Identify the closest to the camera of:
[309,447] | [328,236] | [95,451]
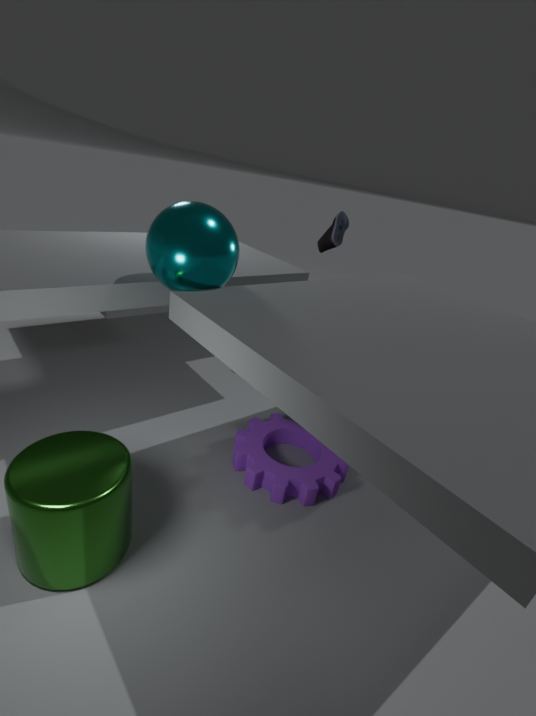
[95,451]
